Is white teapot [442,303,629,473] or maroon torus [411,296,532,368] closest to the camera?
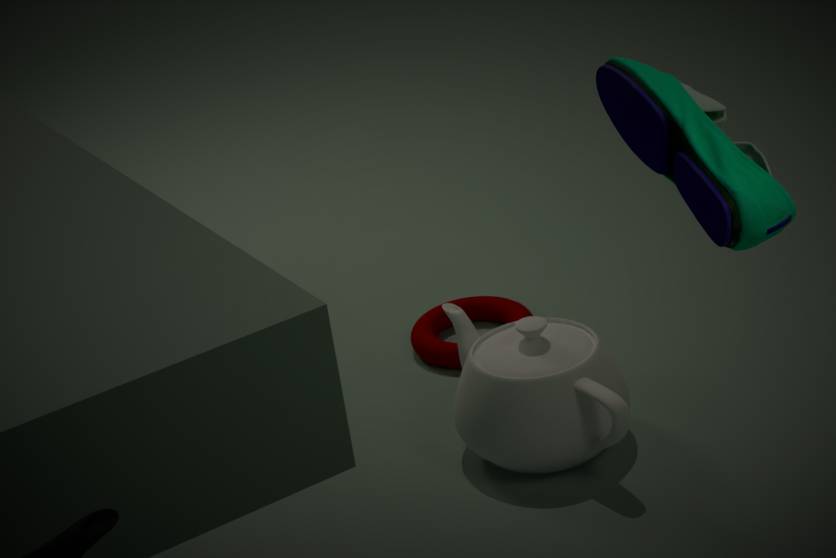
white teapot [442,303,629,473]
